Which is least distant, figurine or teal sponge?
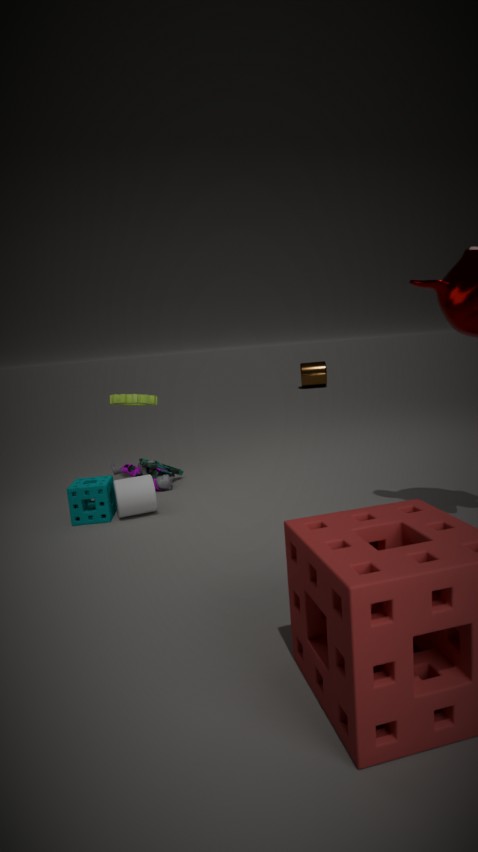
teal sponge
